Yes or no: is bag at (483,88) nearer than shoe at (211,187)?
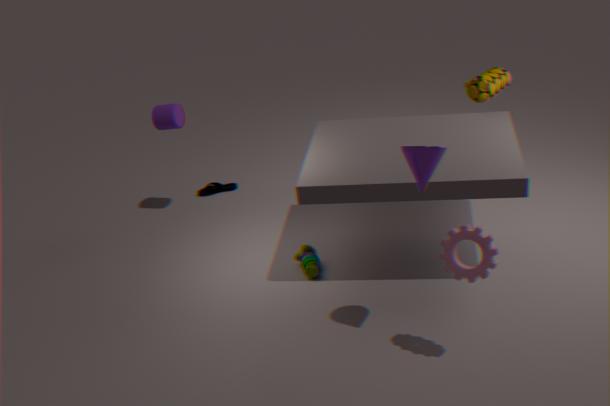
Yes
